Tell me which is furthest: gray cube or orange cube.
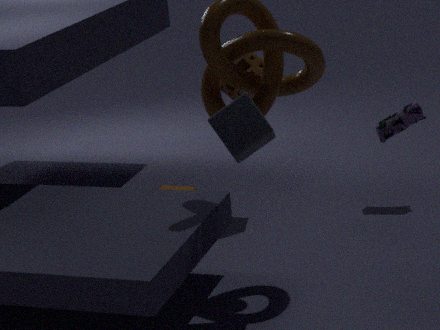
orange cube
